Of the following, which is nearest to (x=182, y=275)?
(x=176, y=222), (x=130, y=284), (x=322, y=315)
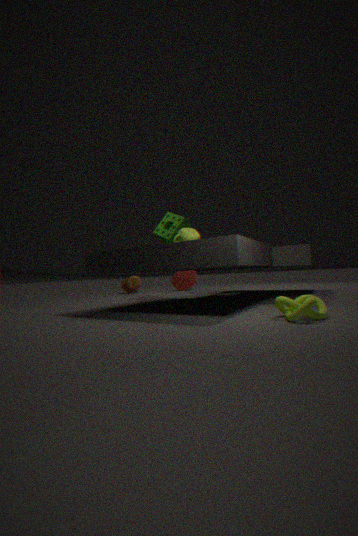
(x=130, y=284)
